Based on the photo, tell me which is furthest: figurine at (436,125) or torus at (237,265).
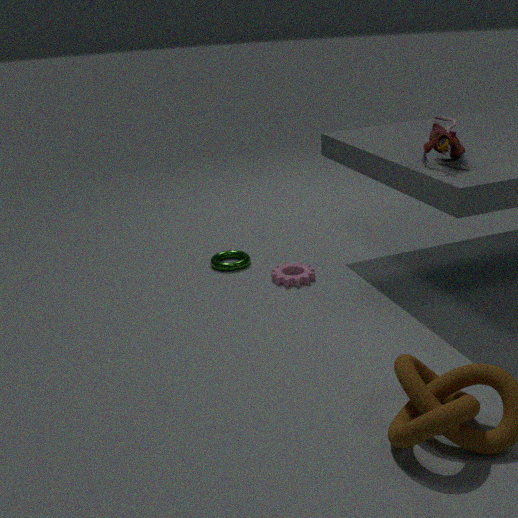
torus at (237,265)
